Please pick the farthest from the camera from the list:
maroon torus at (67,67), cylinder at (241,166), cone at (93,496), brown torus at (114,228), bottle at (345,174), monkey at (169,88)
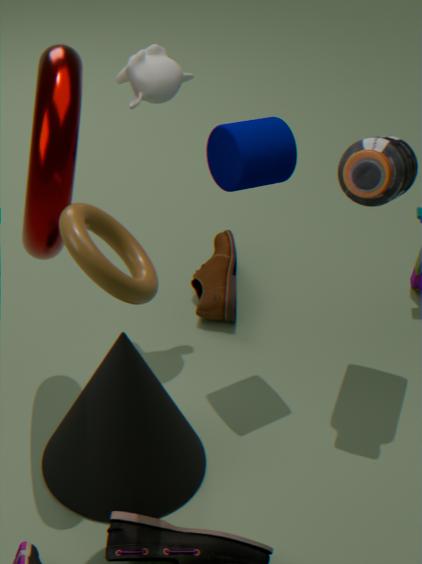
monkey at (169,88)
